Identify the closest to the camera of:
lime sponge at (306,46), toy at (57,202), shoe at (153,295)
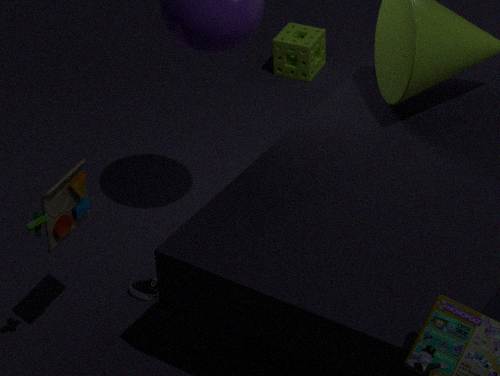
toy at (57,202)
